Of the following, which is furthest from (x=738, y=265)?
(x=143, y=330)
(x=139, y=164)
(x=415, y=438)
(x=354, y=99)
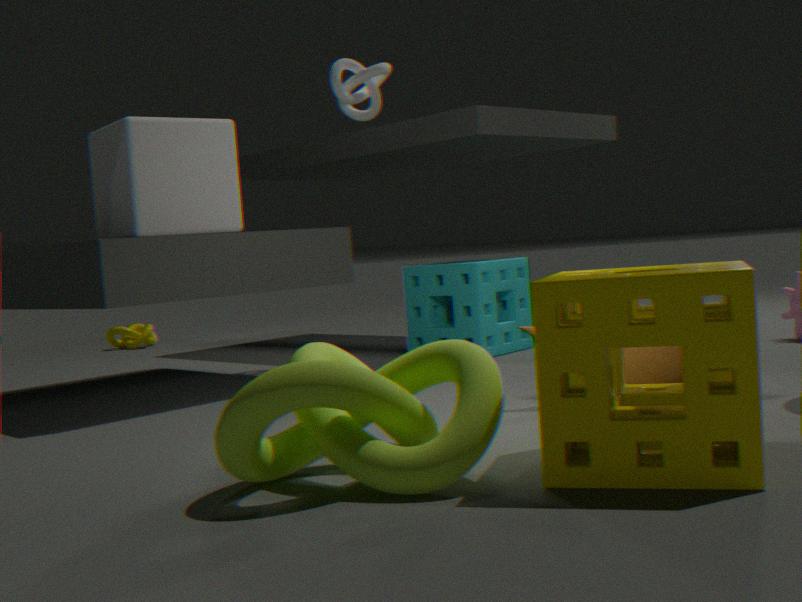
(x=143, y=330)
